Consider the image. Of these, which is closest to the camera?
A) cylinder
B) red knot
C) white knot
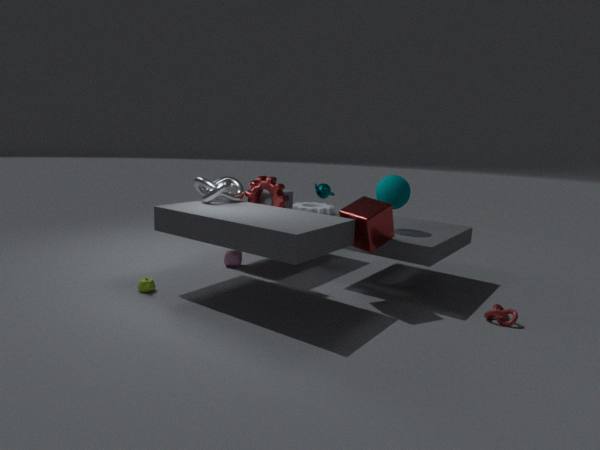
red knot
